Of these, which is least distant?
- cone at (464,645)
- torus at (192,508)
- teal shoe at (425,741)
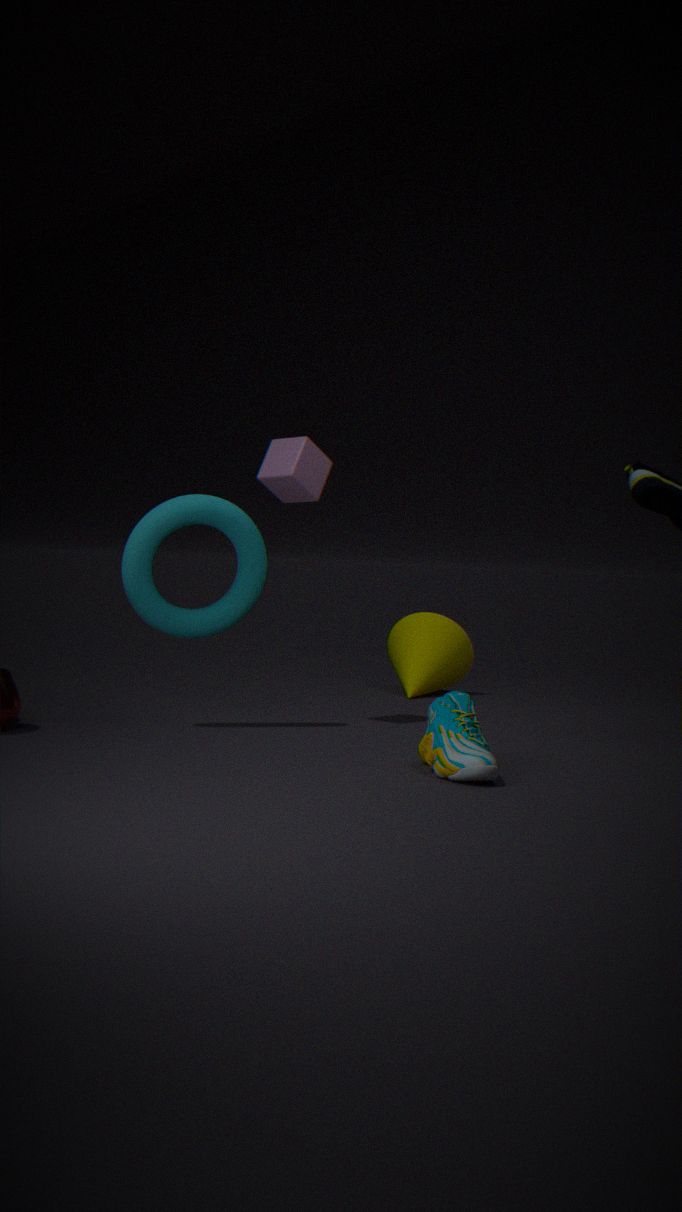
teal shoe at (425,741)
